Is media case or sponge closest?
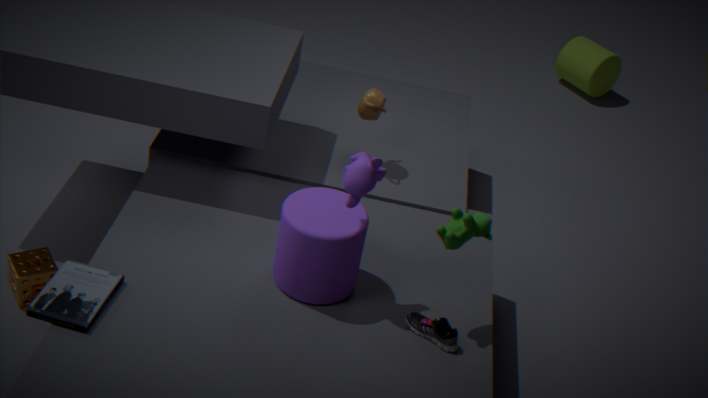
media case
